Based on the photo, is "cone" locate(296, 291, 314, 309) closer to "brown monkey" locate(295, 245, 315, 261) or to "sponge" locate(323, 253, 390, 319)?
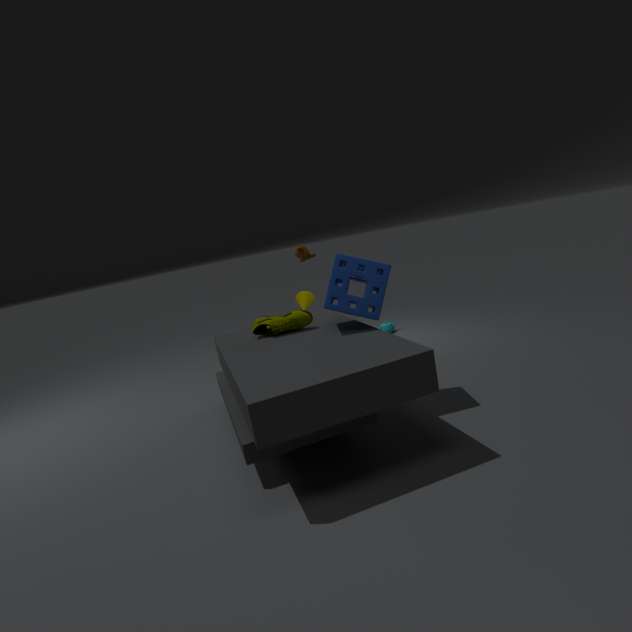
"brown monkey" locate(295, 245, 315, 261)
